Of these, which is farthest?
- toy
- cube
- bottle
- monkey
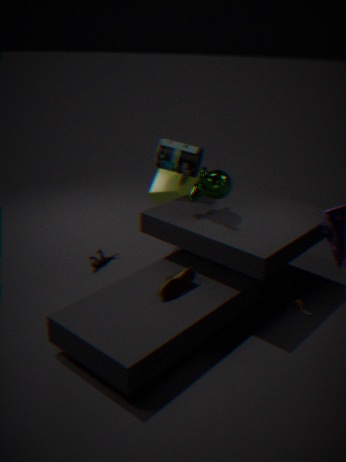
cube
